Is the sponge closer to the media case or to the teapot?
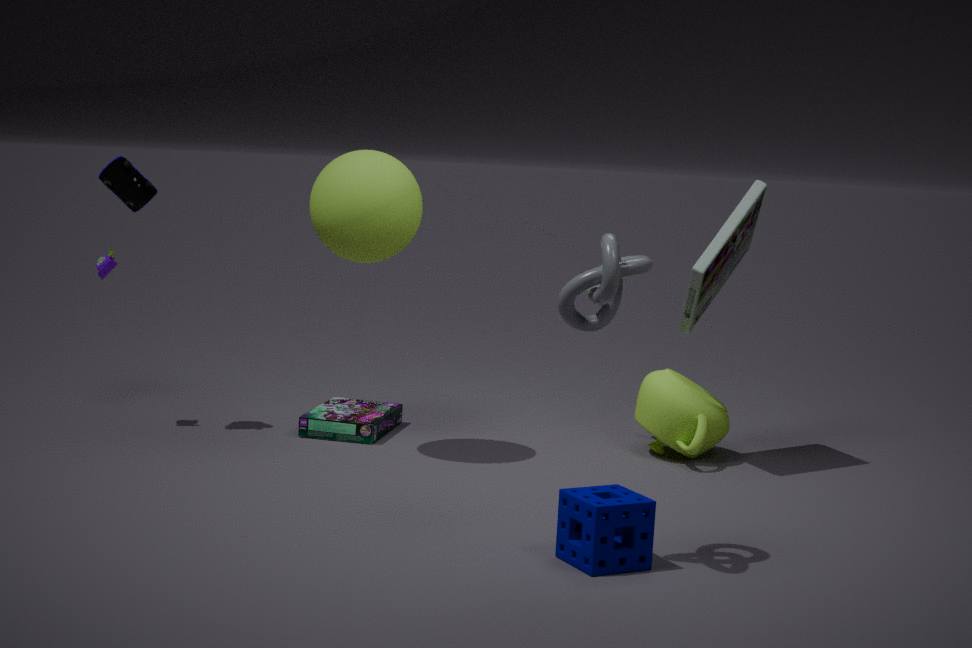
the teapot
